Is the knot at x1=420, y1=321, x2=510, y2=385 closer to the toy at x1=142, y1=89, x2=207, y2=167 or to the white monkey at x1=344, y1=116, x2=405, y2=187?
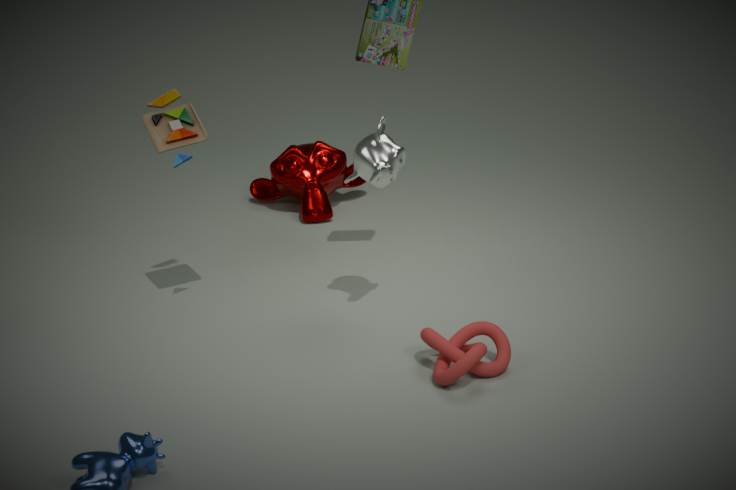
the white monkey at x1=344, y1=116, x2=405, y2=187
